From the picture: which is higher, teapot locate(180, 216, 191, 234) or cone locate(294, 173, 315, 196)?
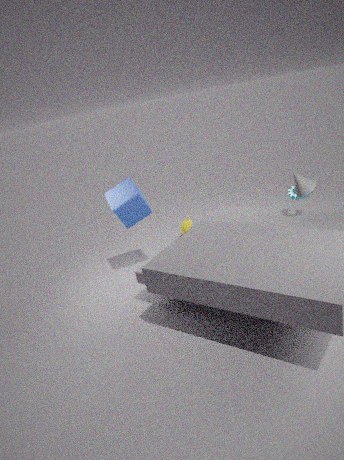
cone locate(294, 173, 315, 196)
